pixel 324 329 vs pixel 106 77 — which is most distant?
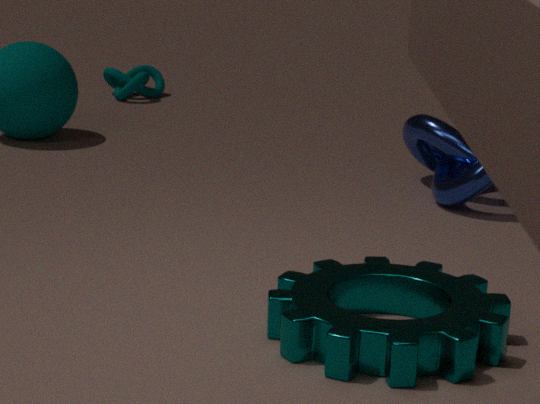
pixel 106 77
